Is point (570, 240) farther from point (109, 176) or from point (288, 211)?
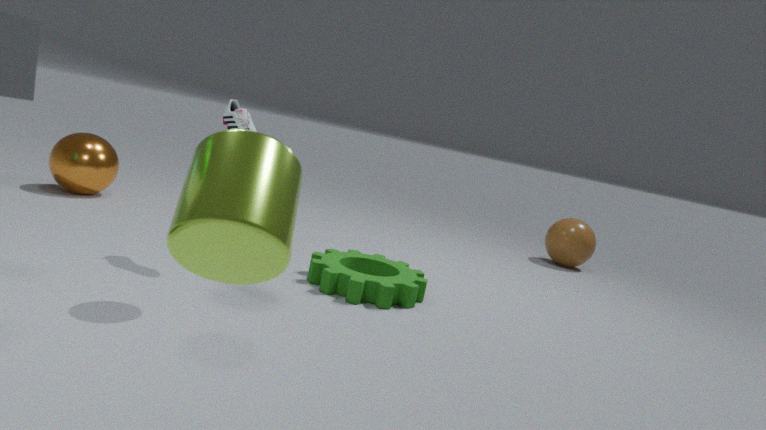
point (288, 211)
